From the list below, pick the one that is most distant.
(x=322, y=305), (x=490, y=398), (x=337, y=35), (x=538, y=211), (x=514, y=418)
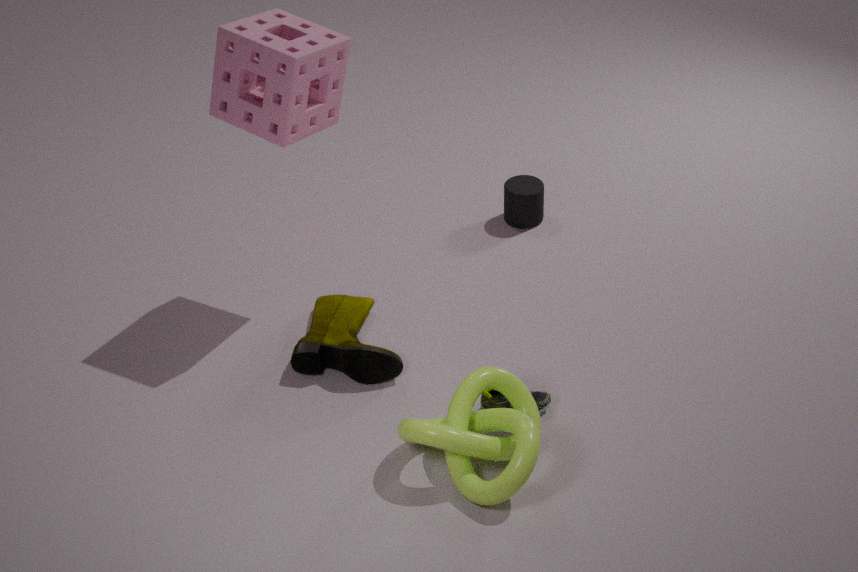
(x=538, y=211)
